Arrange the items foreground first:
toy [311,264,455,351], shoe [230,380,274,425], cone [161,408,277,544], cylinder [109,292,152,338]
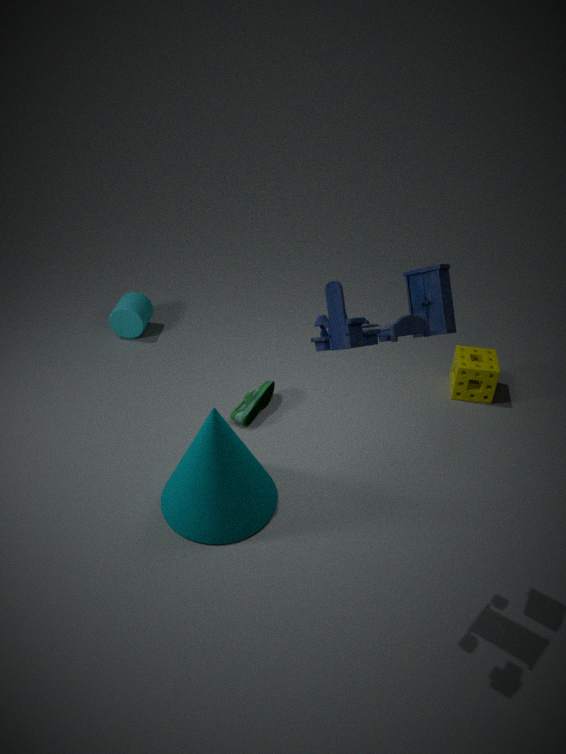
toy [311,264,455,351] < cone [161,408,277,544] < shoe [230,380,274,425] < cylinder [109,292,152,338]
